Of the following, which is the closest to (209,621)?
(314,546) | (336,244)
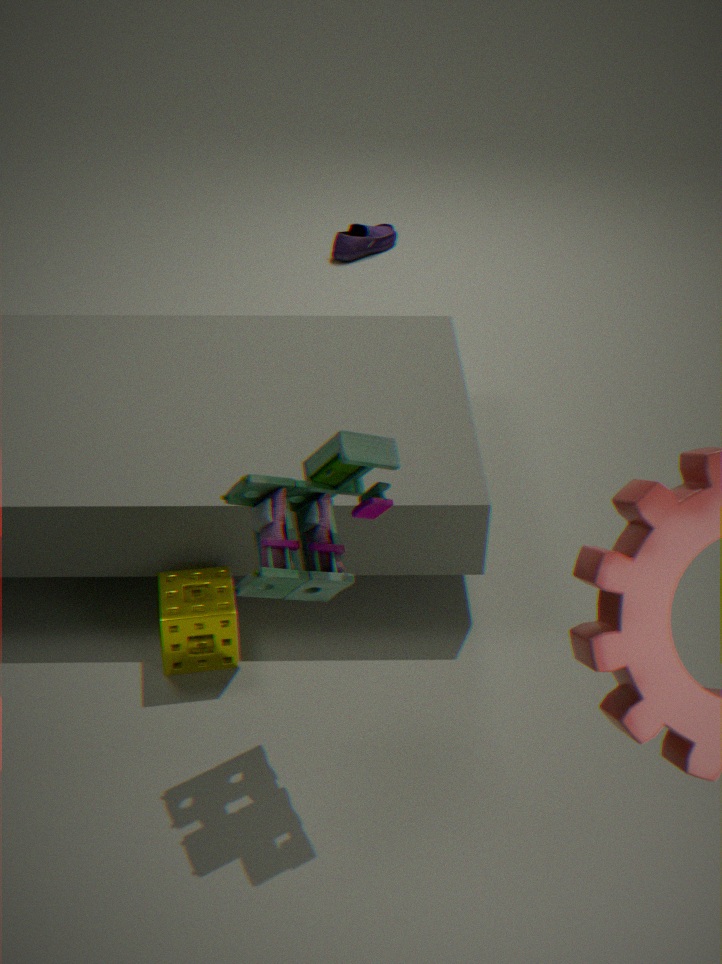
(314,546)
